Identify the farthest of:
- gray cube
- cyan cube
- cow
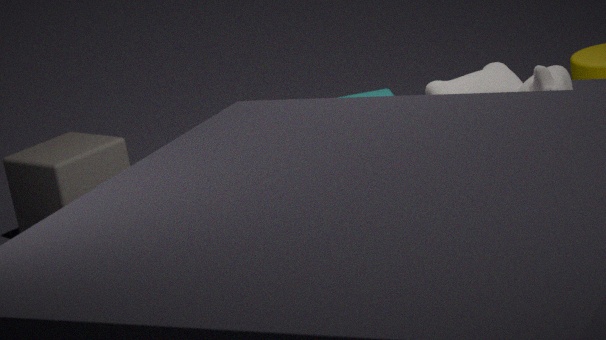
cyan cube
